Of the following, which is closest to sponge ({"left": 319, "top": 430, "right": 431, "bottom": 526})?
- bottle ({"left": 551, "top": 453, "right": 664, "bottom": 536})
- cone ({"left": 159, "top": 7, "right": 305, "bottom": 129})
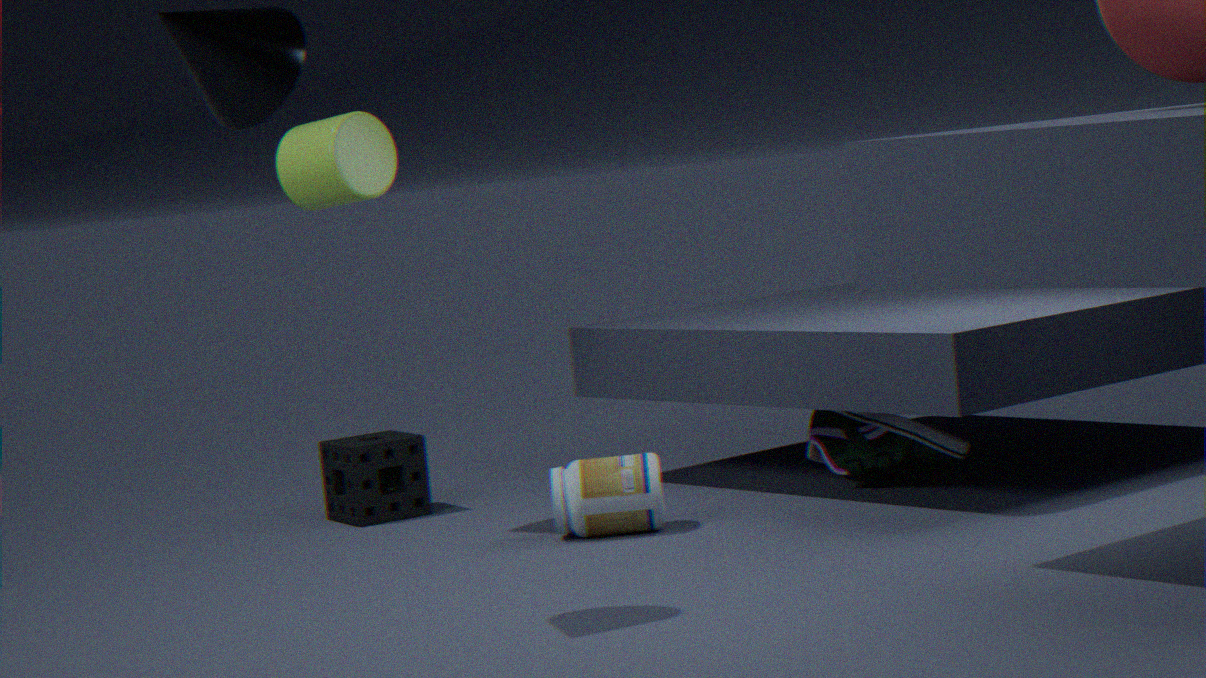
bottle ({"left": 551, "top": 453, "right": 664, "bottom": 536})
